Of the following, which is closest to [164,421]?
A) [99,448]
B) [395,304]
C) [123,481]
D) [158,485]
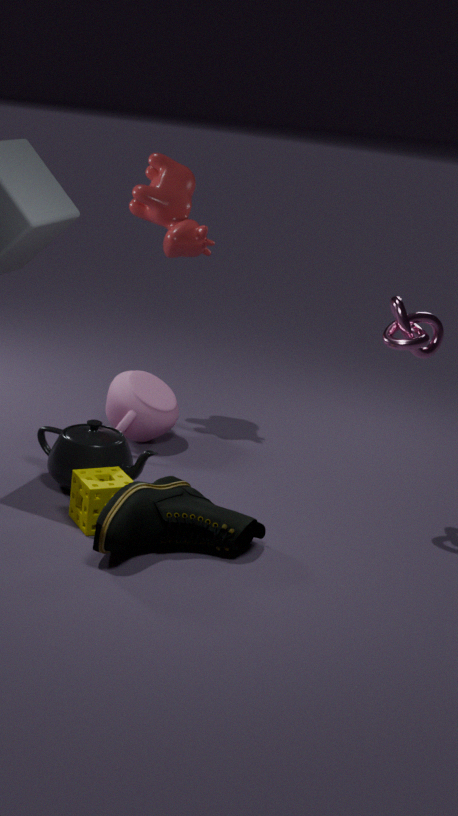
[99,448]
